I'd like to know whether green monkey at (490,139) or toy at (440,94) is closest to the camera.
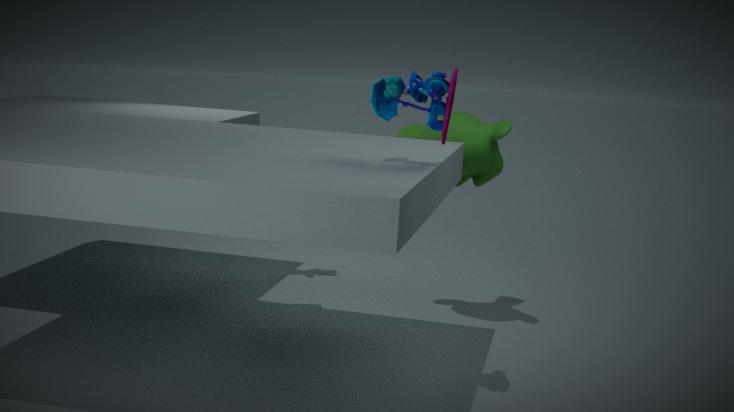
toy at (440,94)
